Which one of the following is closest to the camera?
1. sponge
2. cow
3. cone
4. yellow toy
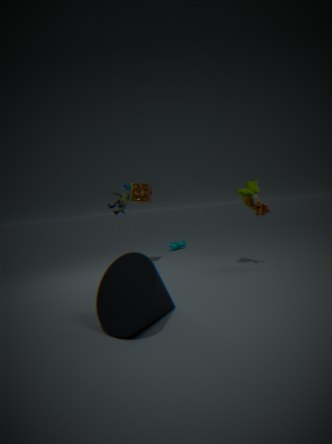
cone
